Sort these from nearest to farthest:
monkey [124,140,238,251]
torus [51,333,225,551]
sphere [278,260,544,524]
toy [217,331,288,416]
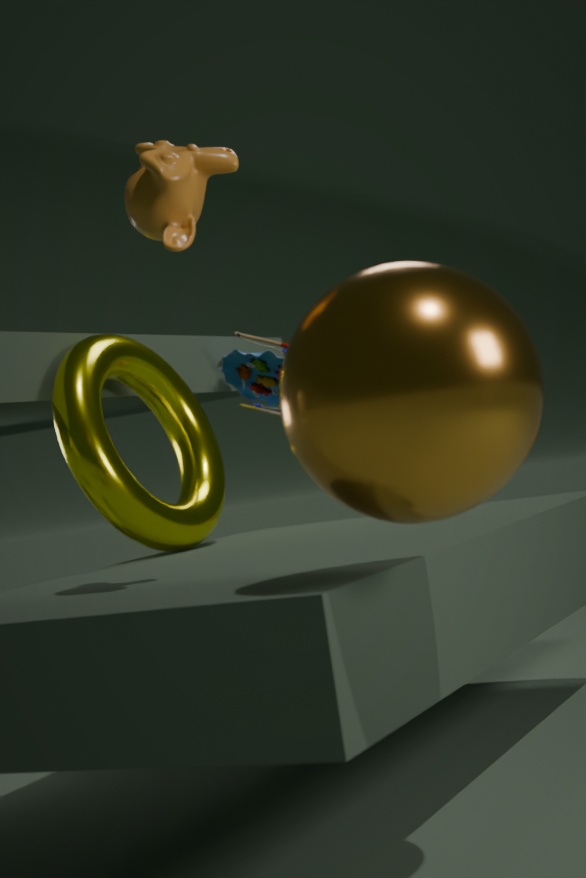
sphere [278,260,544,524], monkey [124,140,238,251], torus [51,333,225,551], toy [217,331,288,416]
